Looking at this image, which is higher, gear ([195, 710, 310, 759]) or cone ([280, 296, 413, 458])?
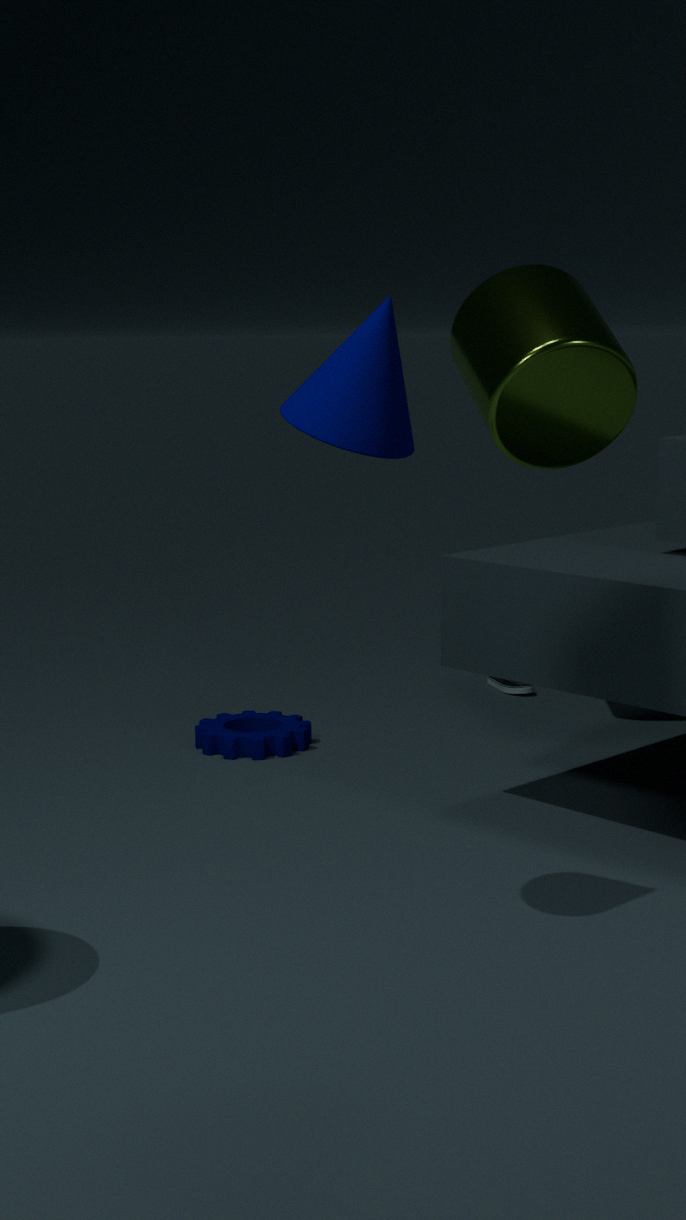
cone ([280, 296, 413, 458])
